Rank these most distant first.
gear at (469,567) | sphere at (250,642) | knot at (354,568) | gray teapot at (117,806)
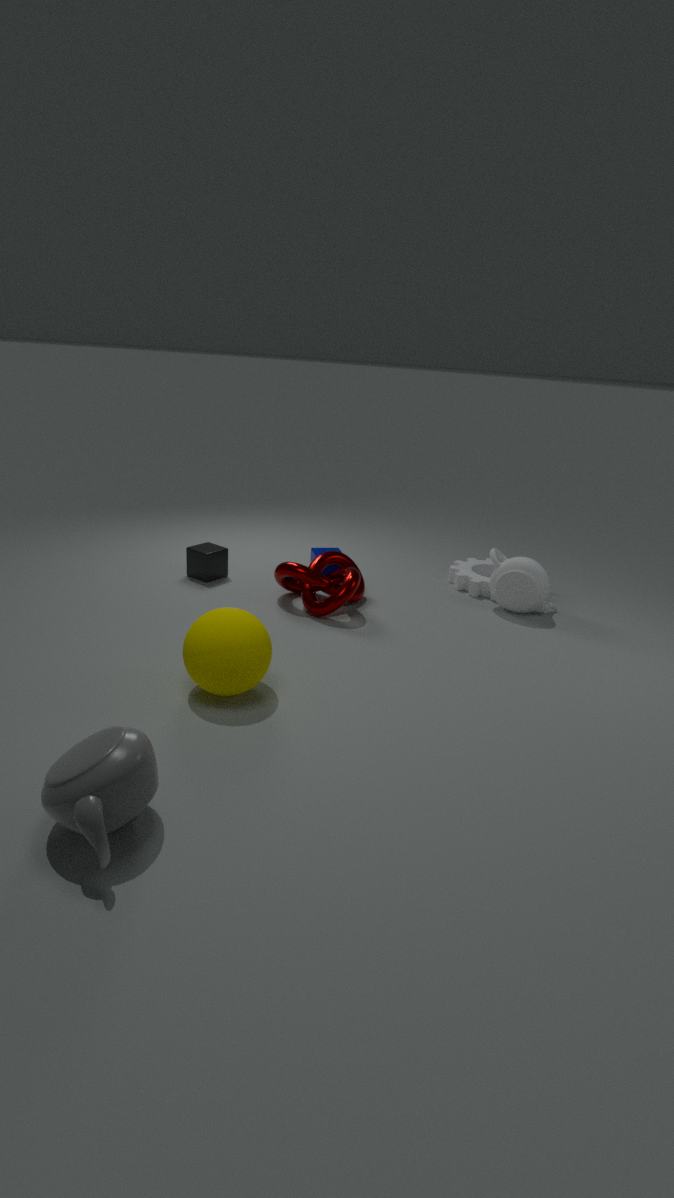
gear at (469,567)
knot at (354,568)
sphere at (250,642)
gray teapot at (117,806)
